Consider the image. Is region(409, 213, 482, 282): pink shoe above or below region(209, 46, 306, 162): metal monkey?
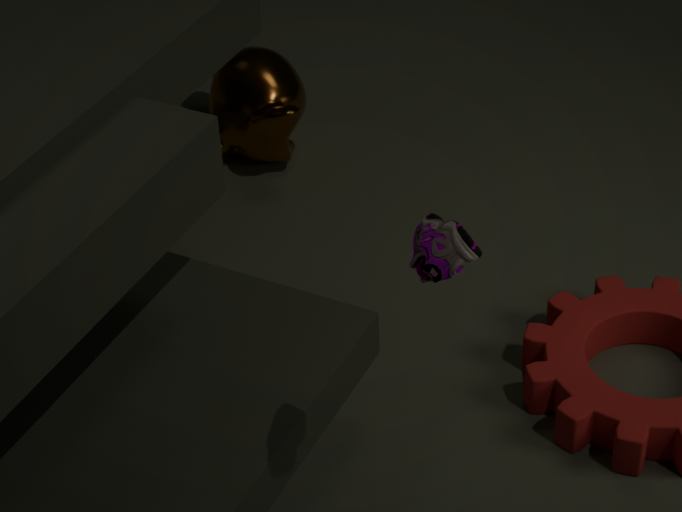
above
